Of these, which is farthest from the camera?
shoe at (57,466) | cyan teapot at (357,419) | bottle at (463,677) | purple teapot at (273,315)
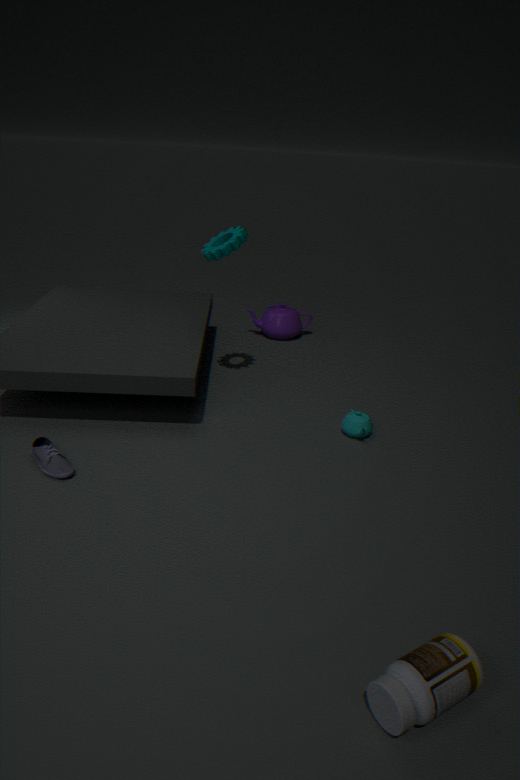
purple teapot at (273,315)
